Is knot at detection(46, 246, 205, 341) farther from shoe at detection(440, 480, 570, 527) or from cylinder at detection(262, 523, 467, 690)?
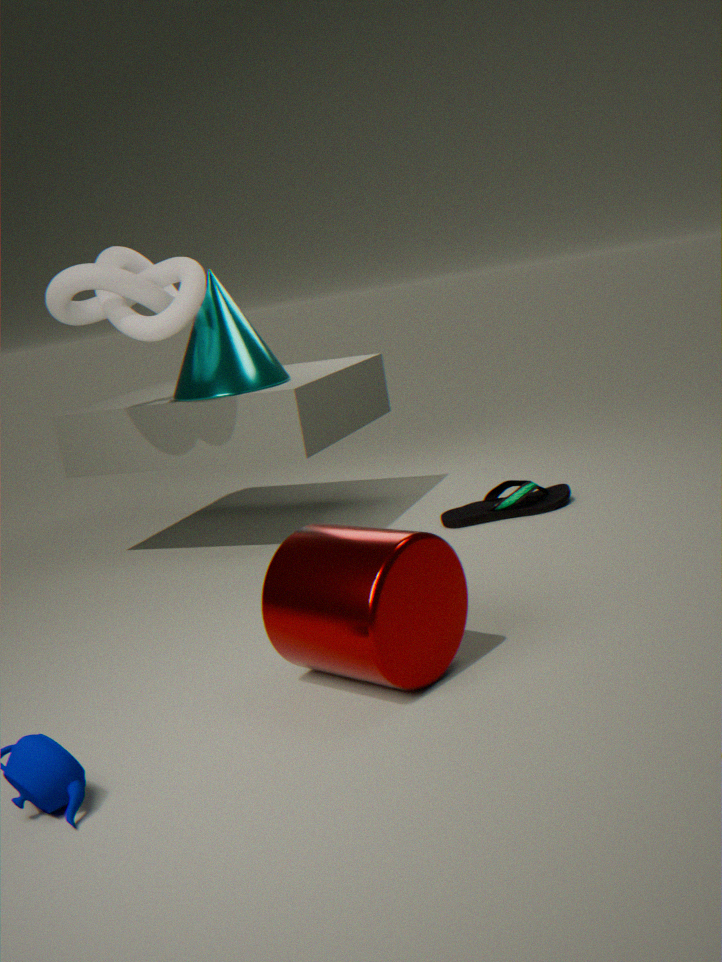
shoe at detection(440, 480, 570, 527)
